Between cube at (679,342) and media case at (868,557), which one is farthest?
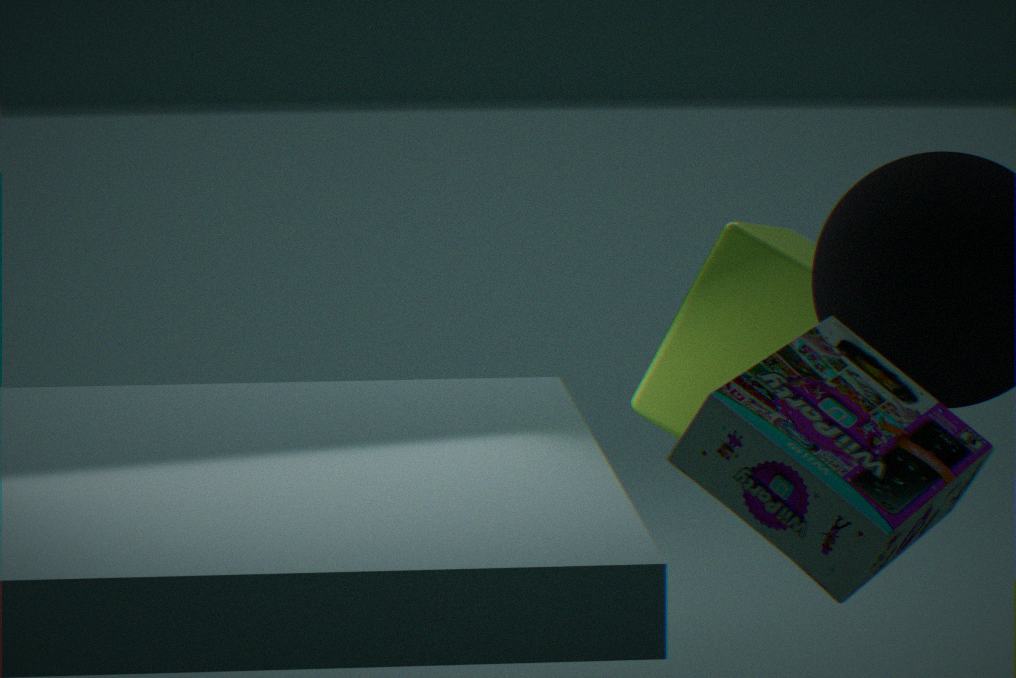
cube at (679,342)
